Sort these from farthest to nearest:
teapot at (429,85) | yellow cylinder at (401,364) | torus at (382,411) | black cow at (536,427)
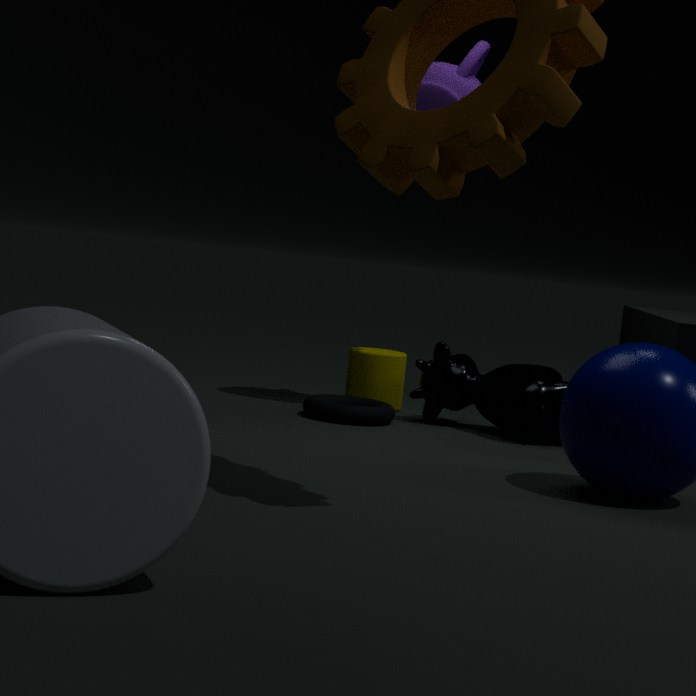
yellow cylinder at (401,364)
teapot at (429,85)
torus at (382,411)
black cow at (536,427)
